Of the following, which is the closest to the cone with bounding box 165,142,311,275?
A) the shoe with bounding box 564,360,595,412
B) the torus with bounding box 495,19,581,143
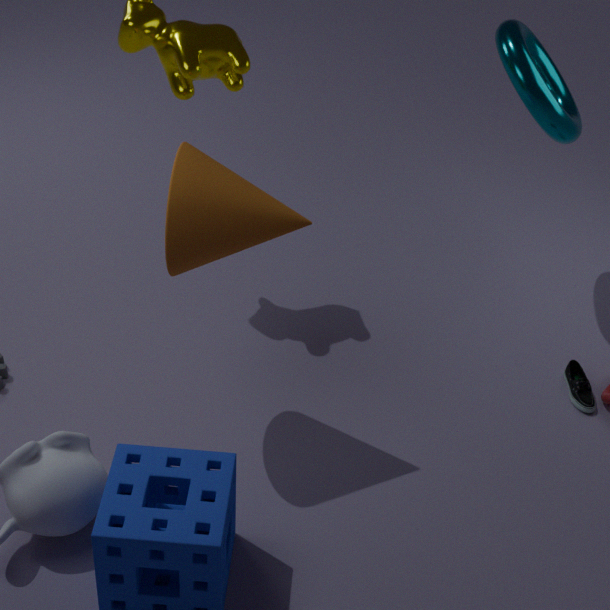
the torus with bounding box 495,19,581,143
